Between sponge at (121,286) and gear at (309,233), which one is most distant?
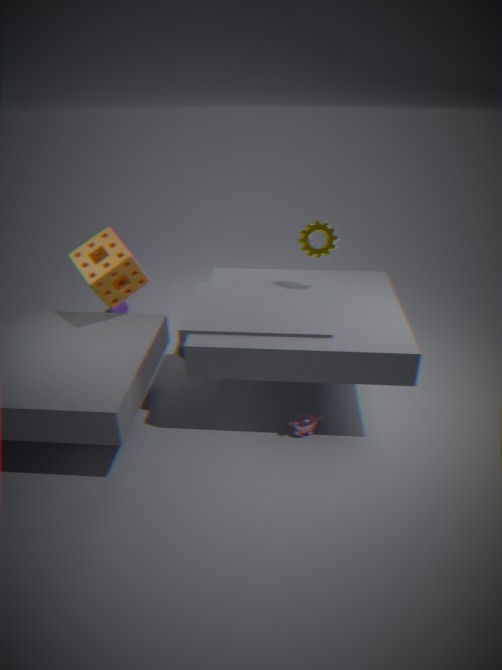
gear at (309,233)
